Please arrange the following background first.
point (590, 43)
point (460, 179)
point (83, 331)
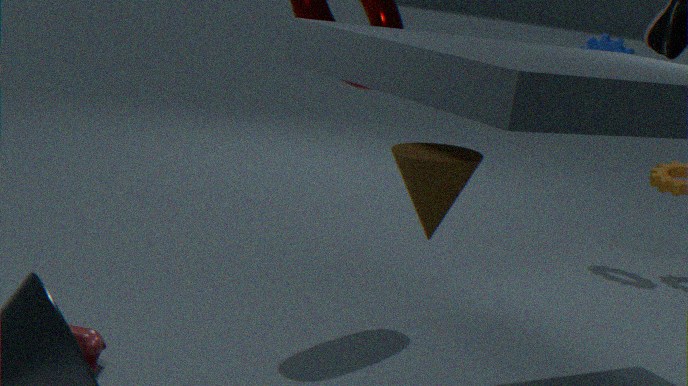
point (590, 43) → point (83, 331) → point (460, 179)
